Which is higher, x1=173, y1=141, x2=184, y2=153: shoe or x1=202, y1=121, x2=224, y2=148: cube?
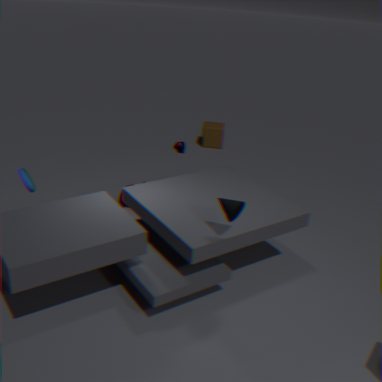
x1=173, y1=141, x2=184, y2=153: shoe
